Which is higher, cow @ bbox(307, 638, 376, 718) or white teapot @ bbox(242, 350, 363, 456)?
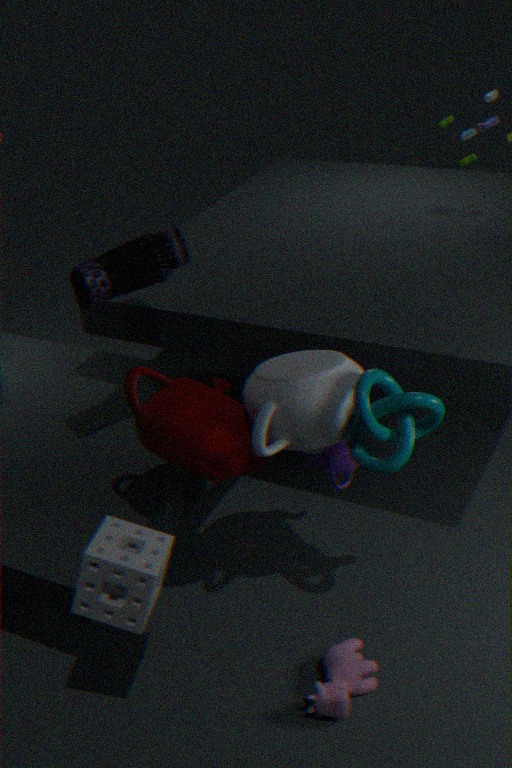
white teapot @ bbox(242, 350, 363, 456)
